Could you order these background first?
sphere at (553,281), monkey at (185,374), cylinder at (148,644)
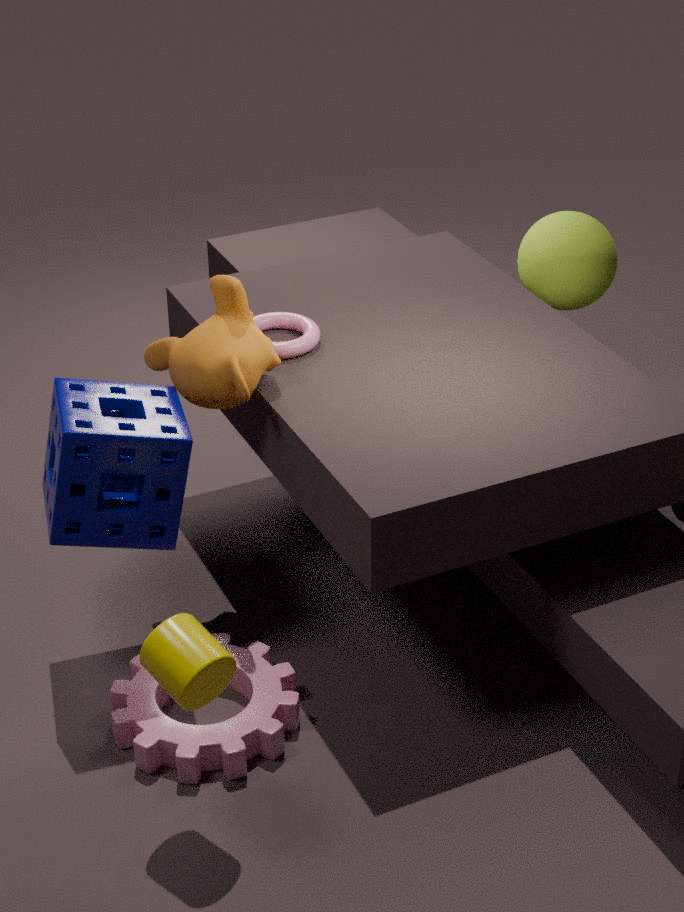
sphere at (553,281), monkey at (185,374), cylinder at (148,644)
